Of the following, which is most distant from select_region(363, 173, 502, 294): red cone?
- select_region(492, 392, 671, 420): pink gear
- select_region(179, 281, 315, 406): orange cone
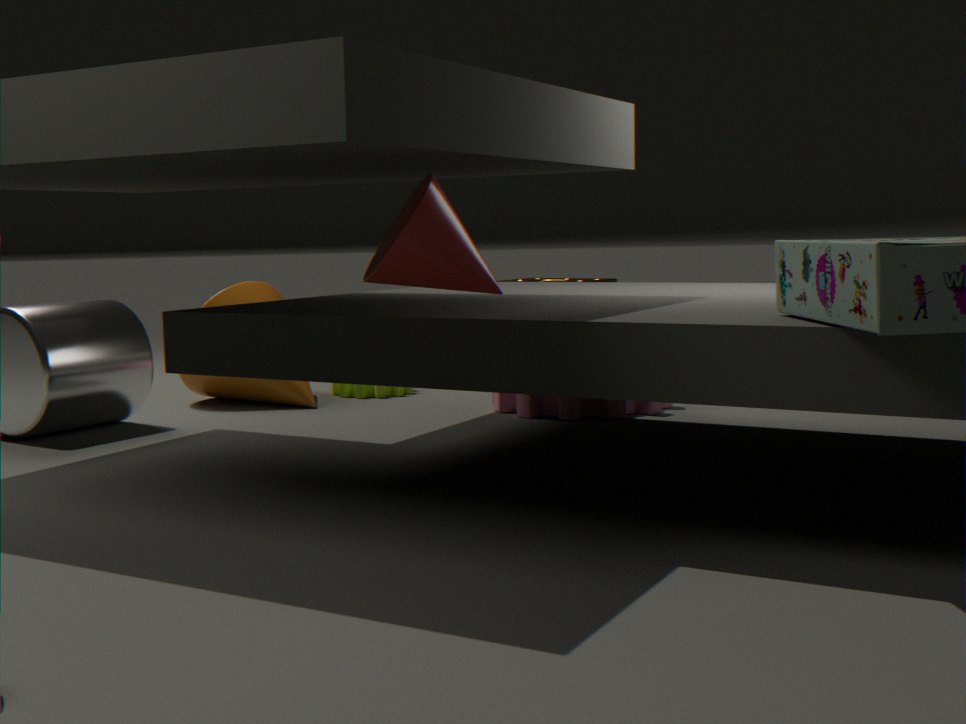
select_region(179, 281, 315, 406): orange cone
